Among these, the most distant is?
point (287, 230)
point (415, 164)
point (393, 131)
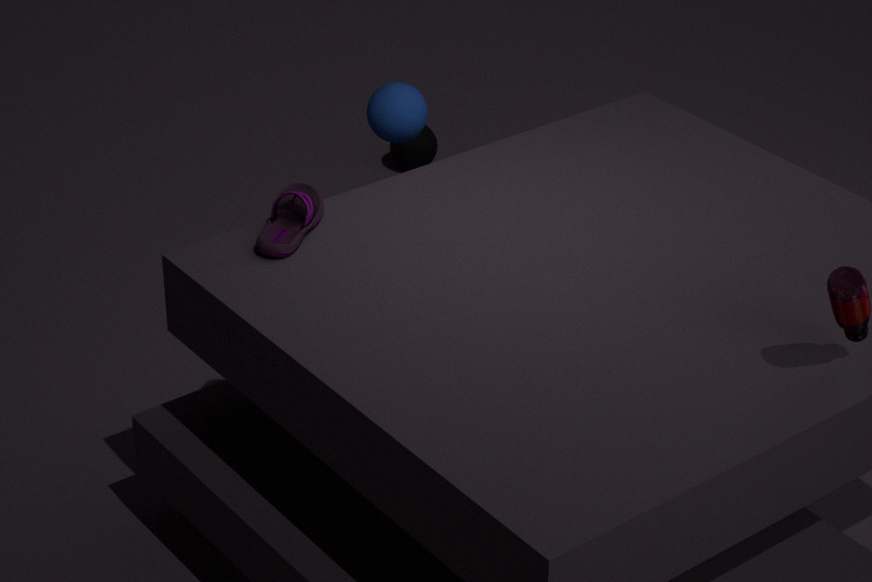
Answer: point (415, 164)
